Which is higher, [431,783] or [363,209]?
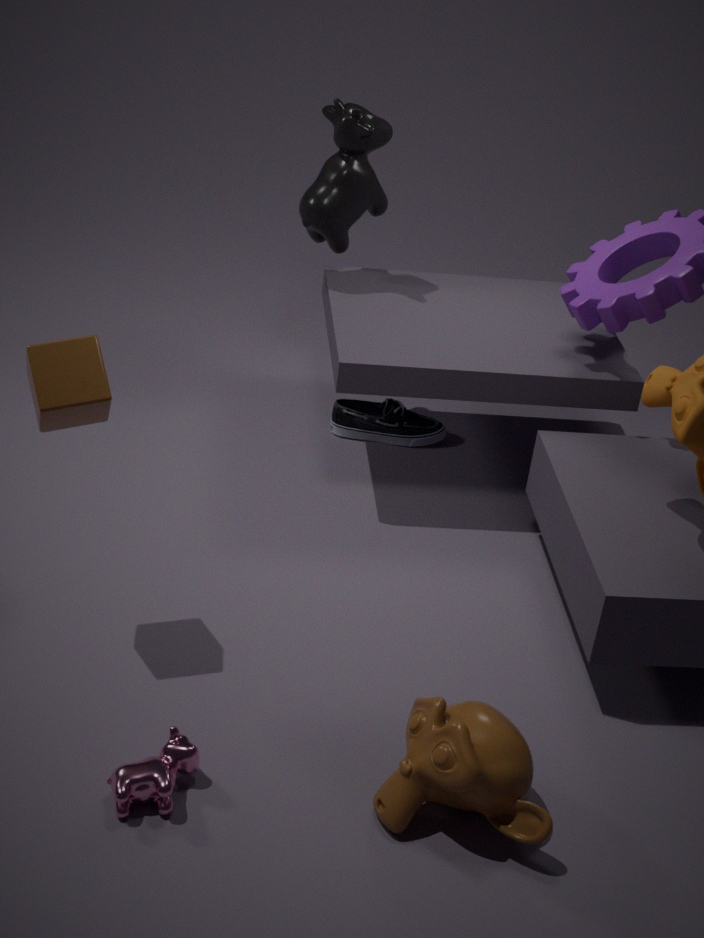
[363,209]
